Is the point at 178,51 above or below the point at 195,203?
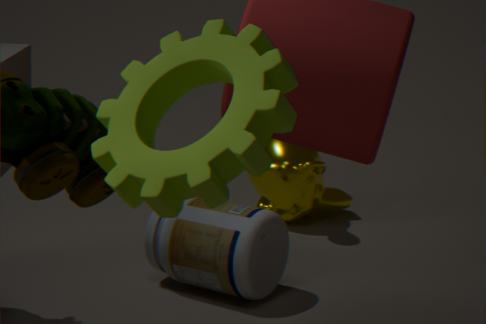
above
